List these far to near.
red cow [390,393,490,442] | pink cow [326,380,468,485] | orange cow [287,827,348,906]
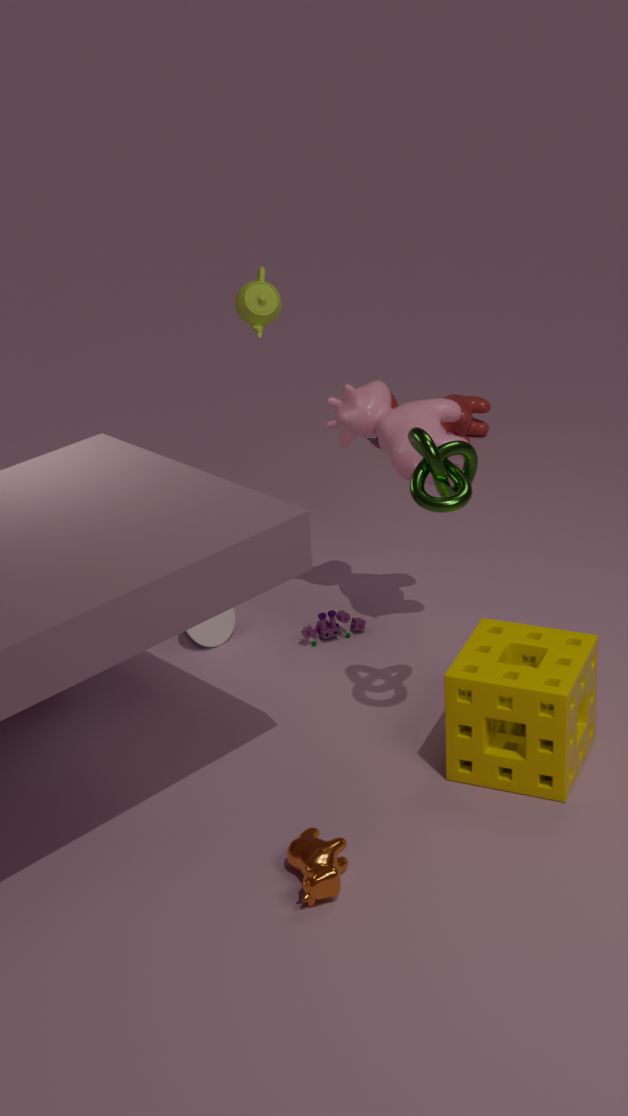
red cow [390,393,490,442]
pink cow [326,380,468,485]
orange cow [287,827,348,906]
